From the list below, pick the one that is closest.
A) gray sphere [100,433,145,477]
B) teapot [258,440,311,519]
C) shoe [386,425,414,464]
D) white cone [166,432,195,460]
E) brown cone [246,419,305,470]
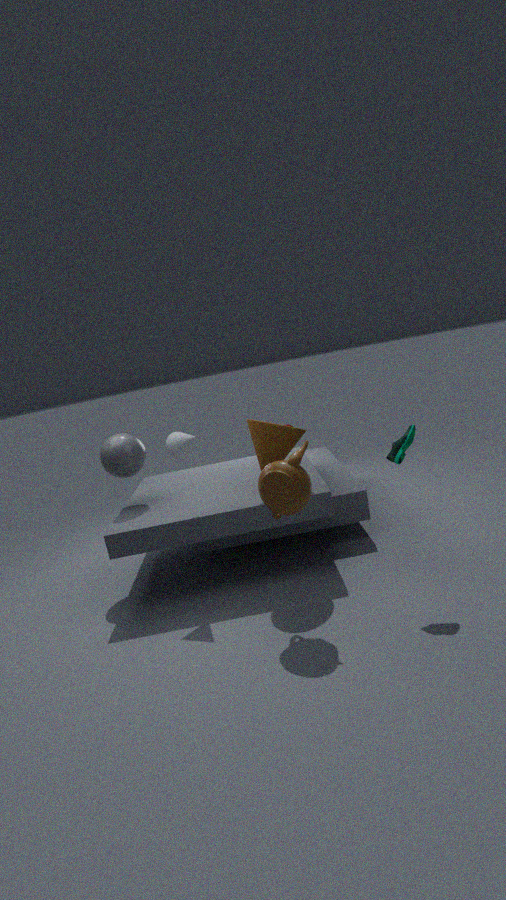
teapot [258,440,311,519]
